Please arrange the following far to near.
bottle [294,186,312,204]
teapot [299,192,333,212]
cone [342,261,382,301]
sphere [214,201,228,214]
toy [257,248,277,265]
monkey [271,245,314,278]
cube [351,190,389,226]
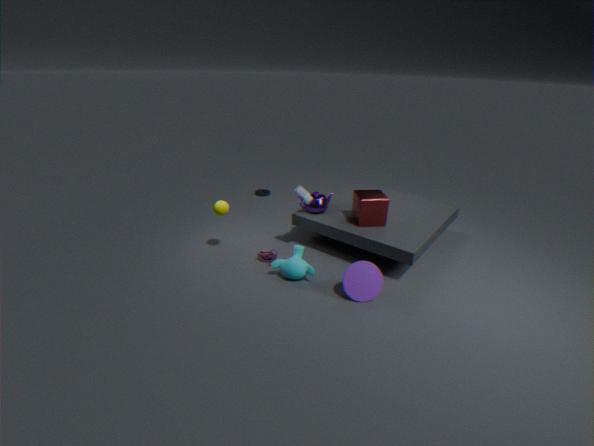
teapot [299,192,333,212] → toy [257,248,277,265] → bottle [294,186,312,204] → cube [351,190,389,226] → sphere [214,201,228,214] → monkey [271,245,314,278] → cone [342,261,382,301]
